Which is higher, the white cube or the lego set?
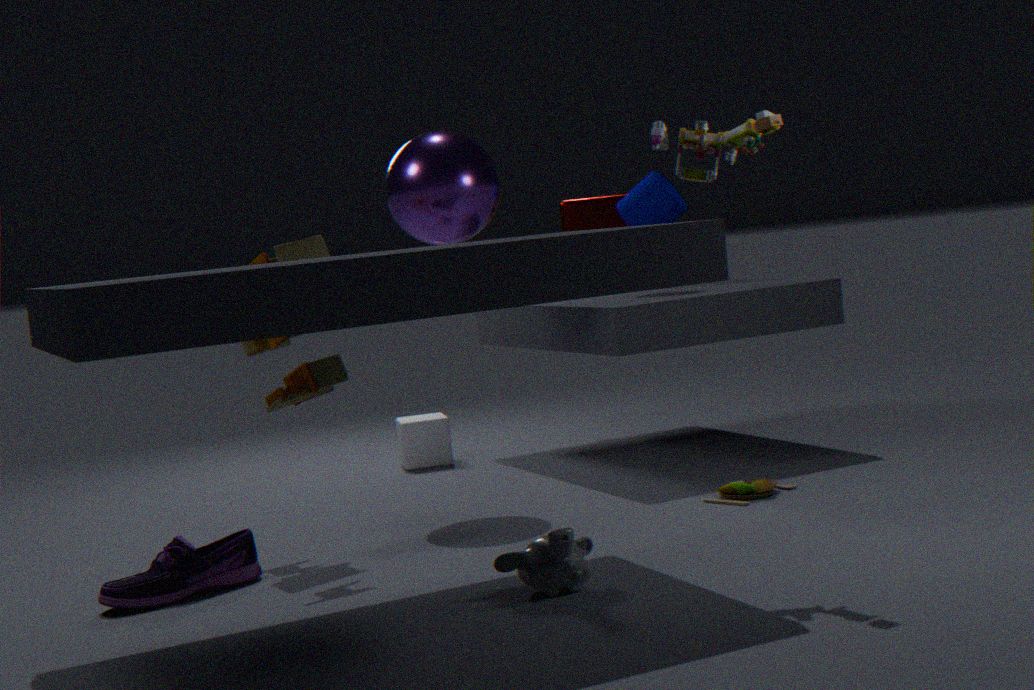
the lego set
